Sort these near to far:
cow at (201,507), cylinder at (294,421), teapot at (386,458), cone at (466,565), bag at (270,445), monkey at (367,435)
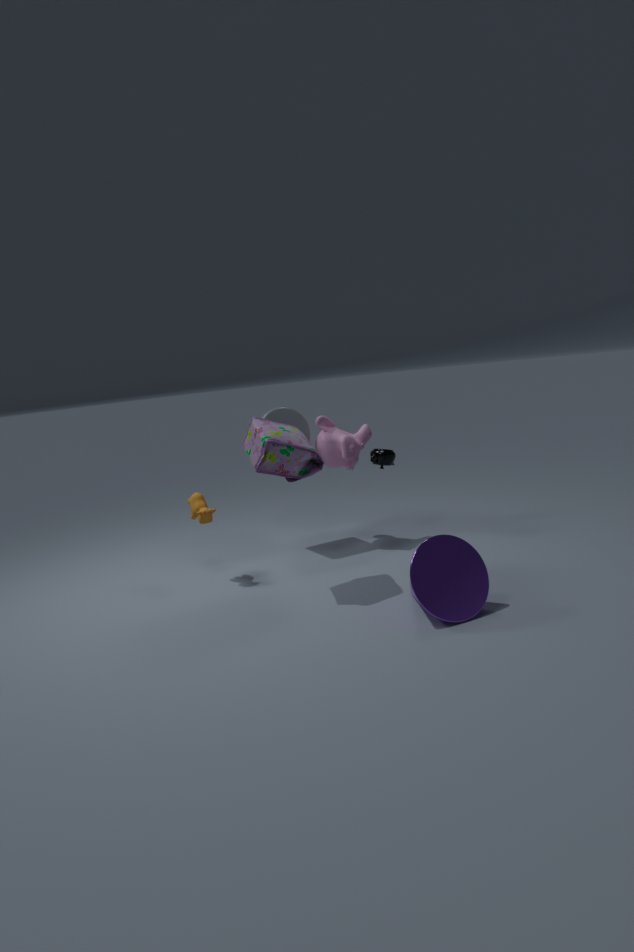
cone at (466,565)
bag at (270,445)
cow at (201,507)
teapot at (386,458)
cylinder at (294,421)
monkey at (367,435)
